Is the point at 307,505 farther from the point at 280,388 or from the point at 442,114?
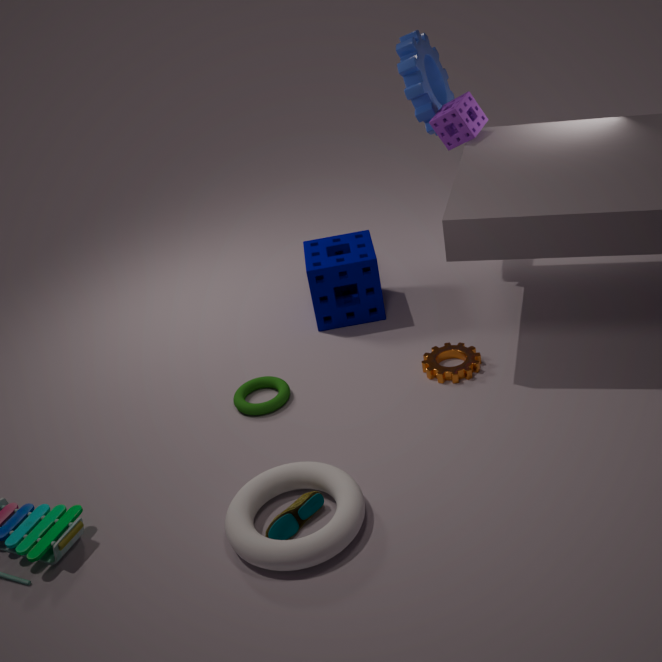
the point at 442,114
